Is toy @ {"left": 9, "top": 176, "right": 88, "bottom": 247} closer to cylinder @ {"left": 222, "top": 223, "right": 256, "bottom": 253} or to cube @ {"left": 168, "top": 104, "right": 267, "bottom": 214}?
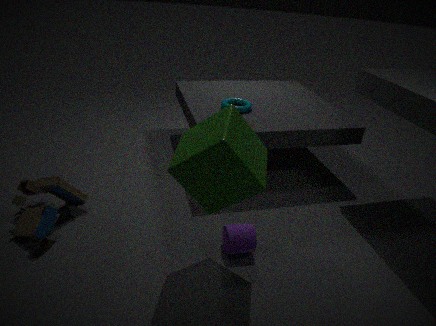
cube @ {"left": 168, "top": 104, "right": 267, "bottom": 214}
